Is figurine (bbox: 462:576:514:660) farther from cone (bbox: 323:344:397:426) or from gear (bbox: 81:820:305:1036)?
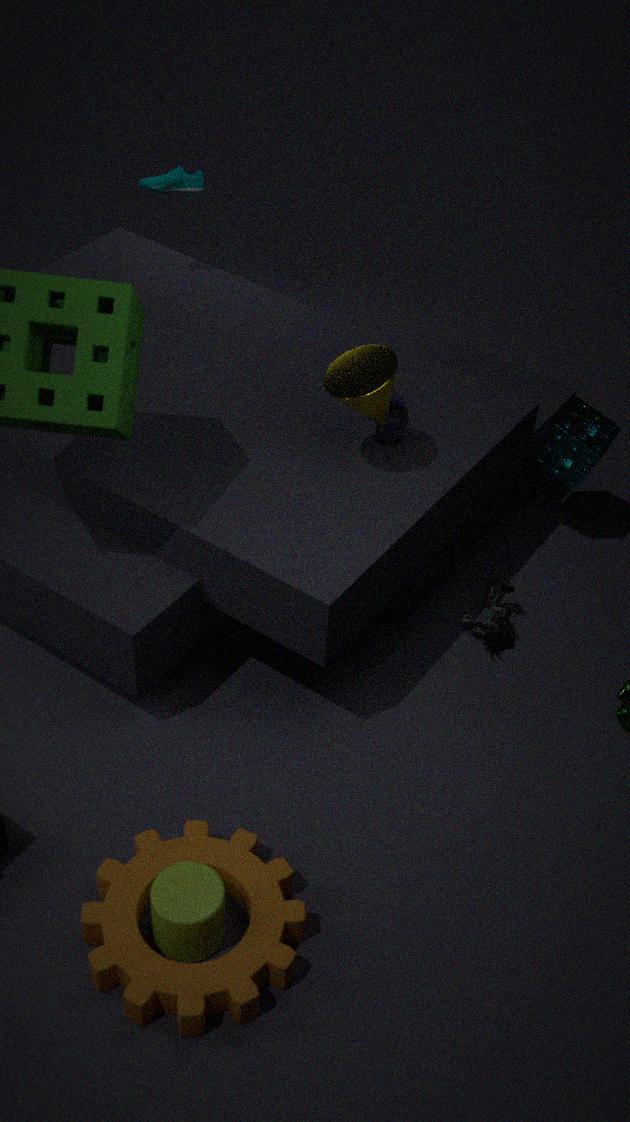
gear (bbox: 81:820:305:1036)
